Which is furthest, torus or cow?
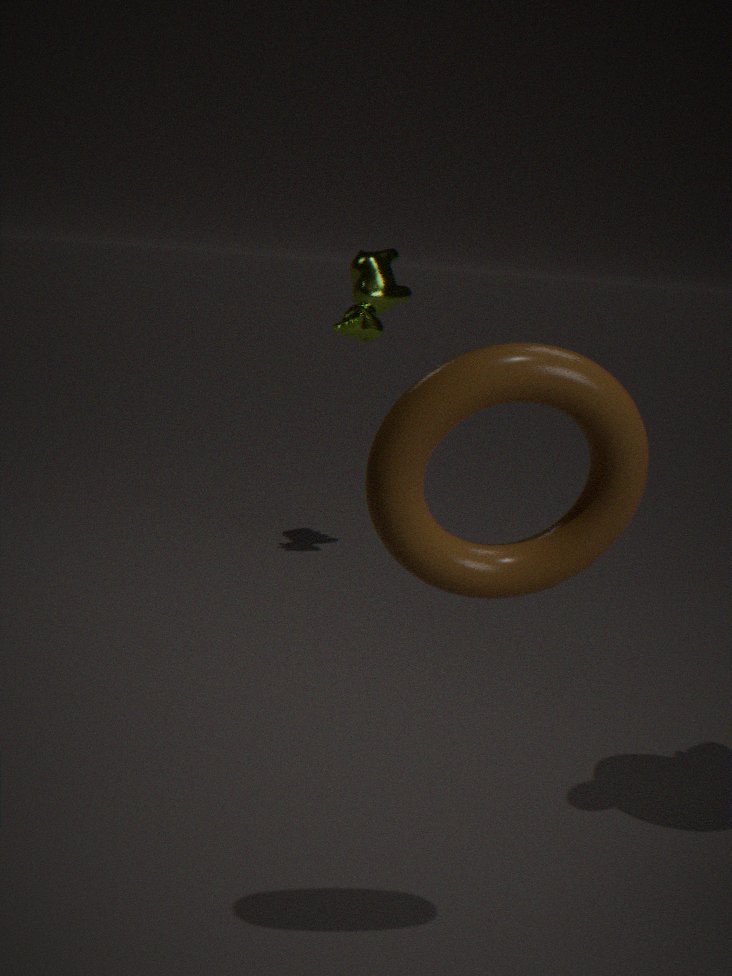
cow
